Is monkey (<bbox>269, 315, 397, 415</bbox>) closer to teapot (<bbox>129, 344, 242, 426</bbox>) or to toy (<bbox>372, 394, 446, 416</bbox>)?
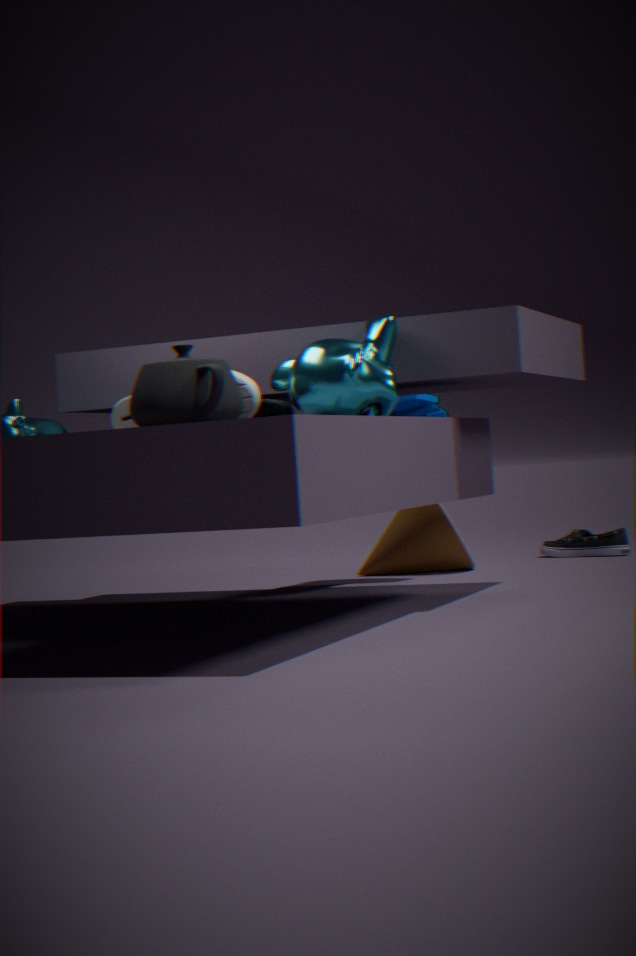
teapot (<bbox>129, 344, 242, 426</bbox>)
